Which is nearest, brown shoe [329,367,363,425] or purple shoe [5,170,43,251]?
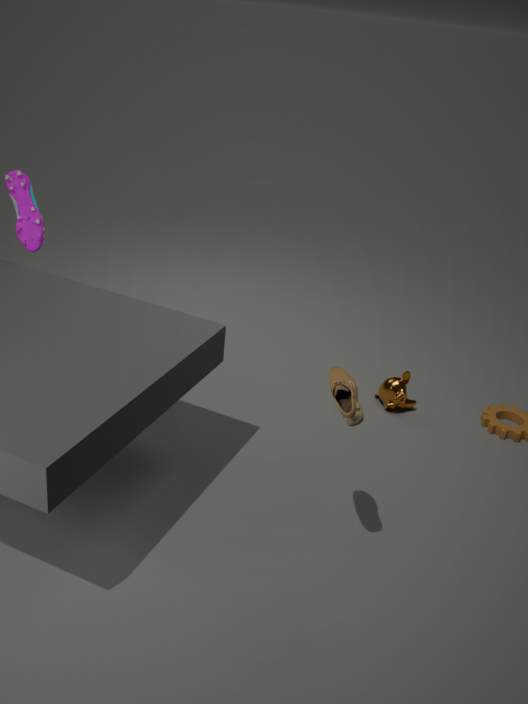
brown shoe [329,367,363,425]
